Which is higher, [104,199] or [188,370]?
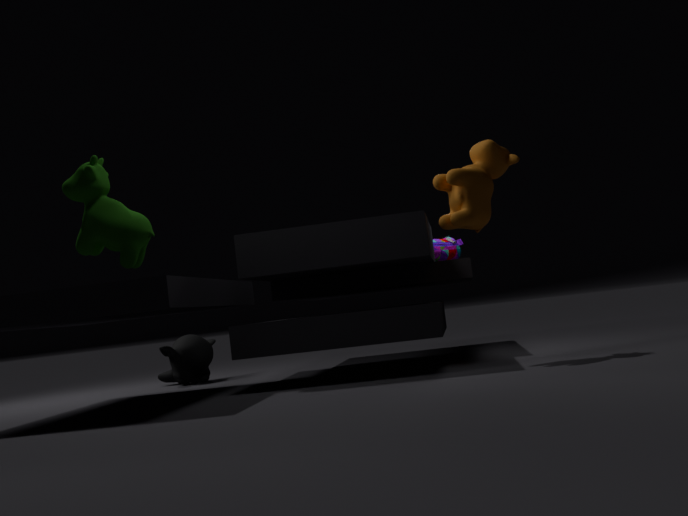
[104,199]
